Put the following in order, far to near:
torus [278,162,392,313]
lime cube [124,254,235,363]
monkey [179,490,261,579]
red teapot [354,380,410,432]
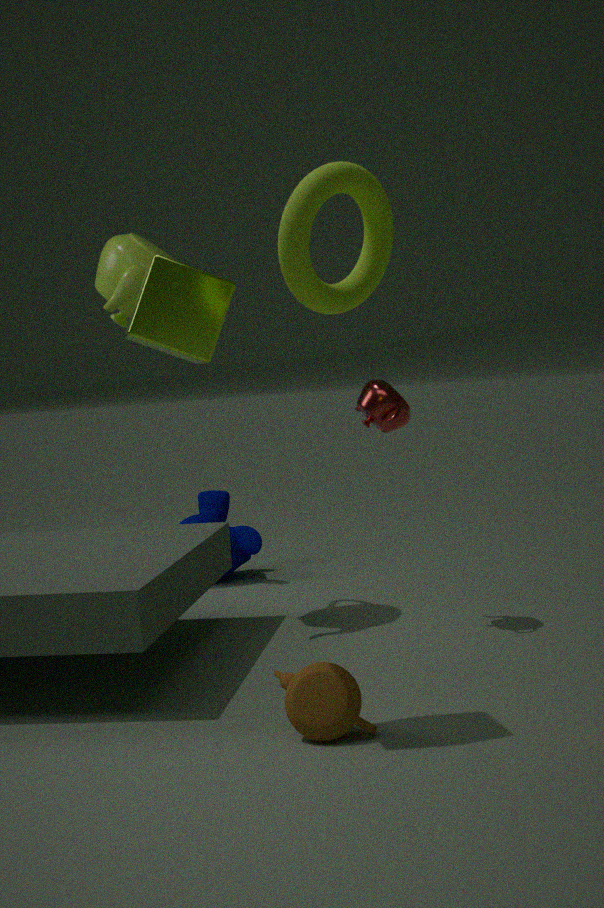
monkey [179,490,261,579] < red teapot [354,380,410,432] < lime cube [124,254,235,363] < torus [278,162,392,313]
